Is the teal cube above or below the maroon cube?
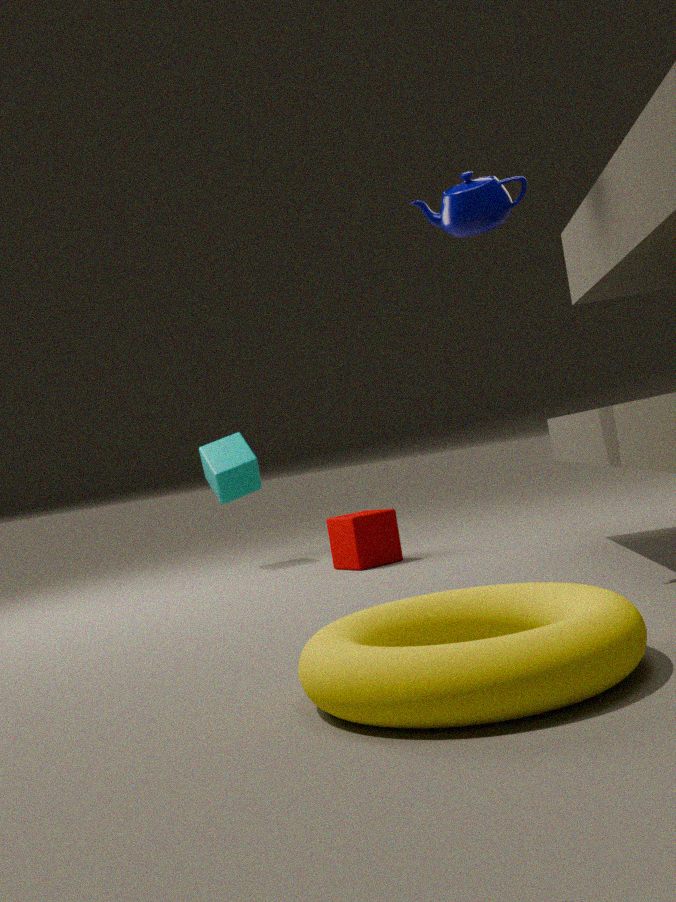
above
